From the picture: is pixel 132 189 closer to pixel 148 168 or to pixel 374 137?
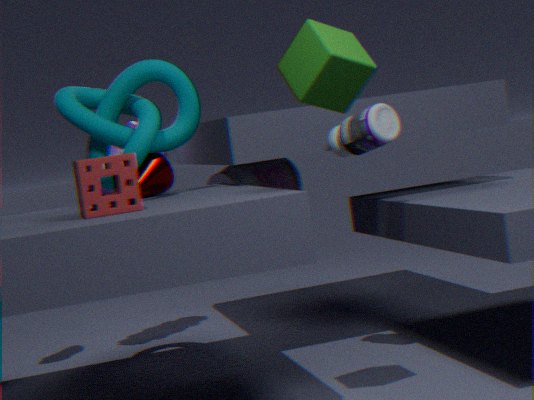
pixel 148 168
